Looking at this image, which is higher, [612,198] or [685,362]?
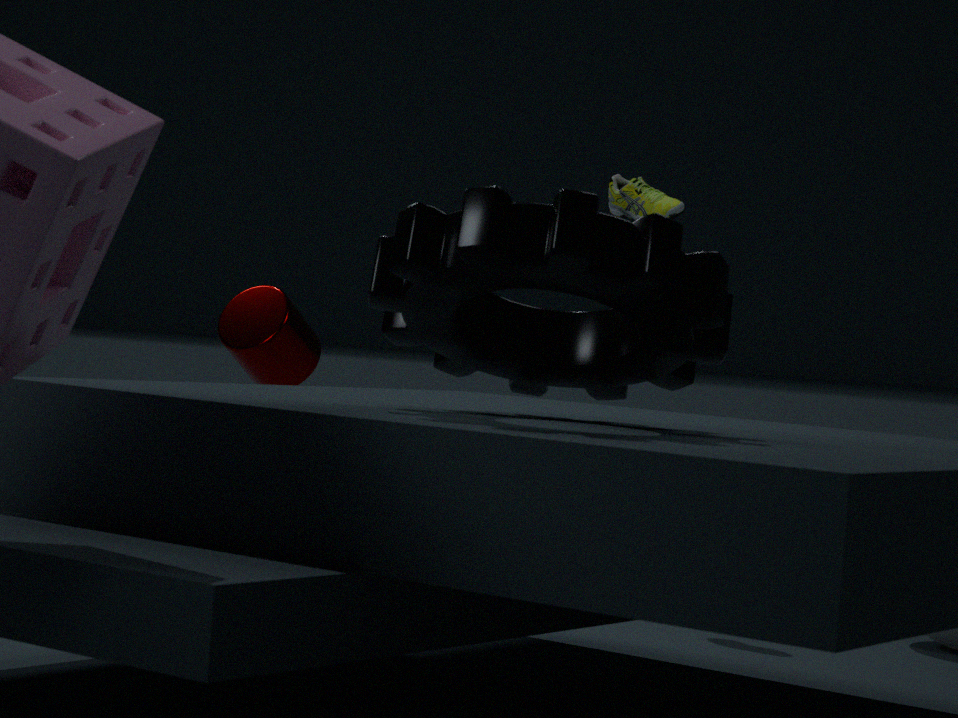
[612,198]
